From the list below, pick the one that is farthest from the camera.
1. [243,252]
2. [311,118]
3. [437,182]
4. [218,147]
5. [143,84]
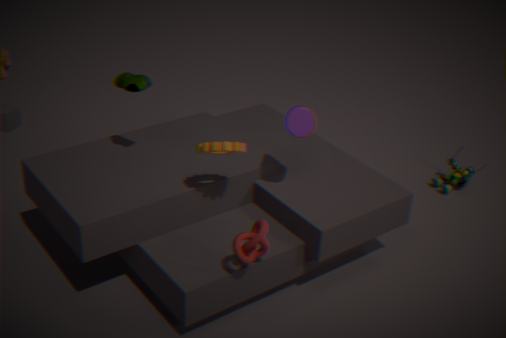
[437,182]
